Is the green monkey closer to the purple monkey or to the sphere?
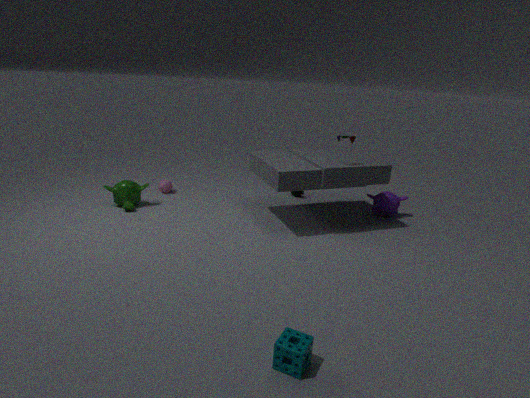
the sphere
